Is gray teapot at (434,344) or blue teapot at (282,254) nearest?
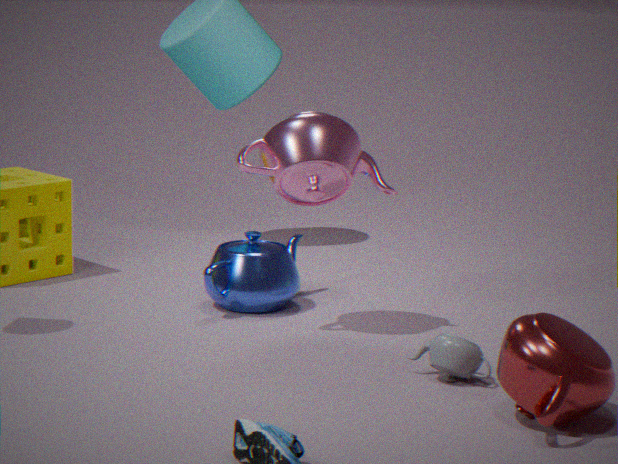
gray teapot at (434,344)
